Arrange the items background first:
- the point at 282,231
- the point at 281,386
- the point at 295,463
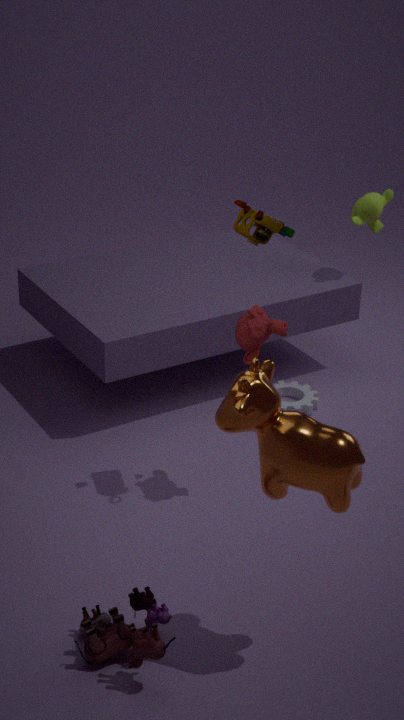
1. the point at 281,386
2. the point at 282,231
3. the point at 295,463
